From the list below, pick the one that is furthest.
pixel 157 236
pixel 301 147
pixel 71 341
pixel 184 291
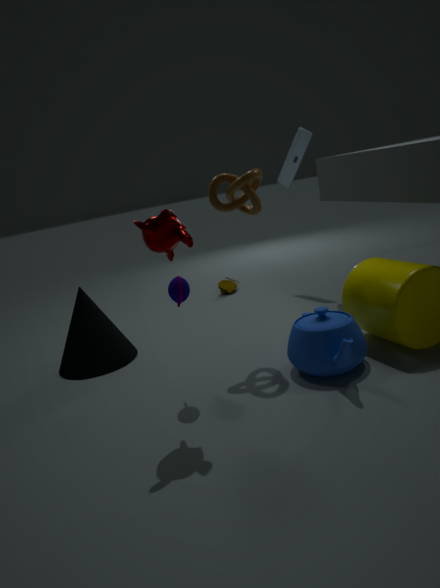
pixel 301 147
